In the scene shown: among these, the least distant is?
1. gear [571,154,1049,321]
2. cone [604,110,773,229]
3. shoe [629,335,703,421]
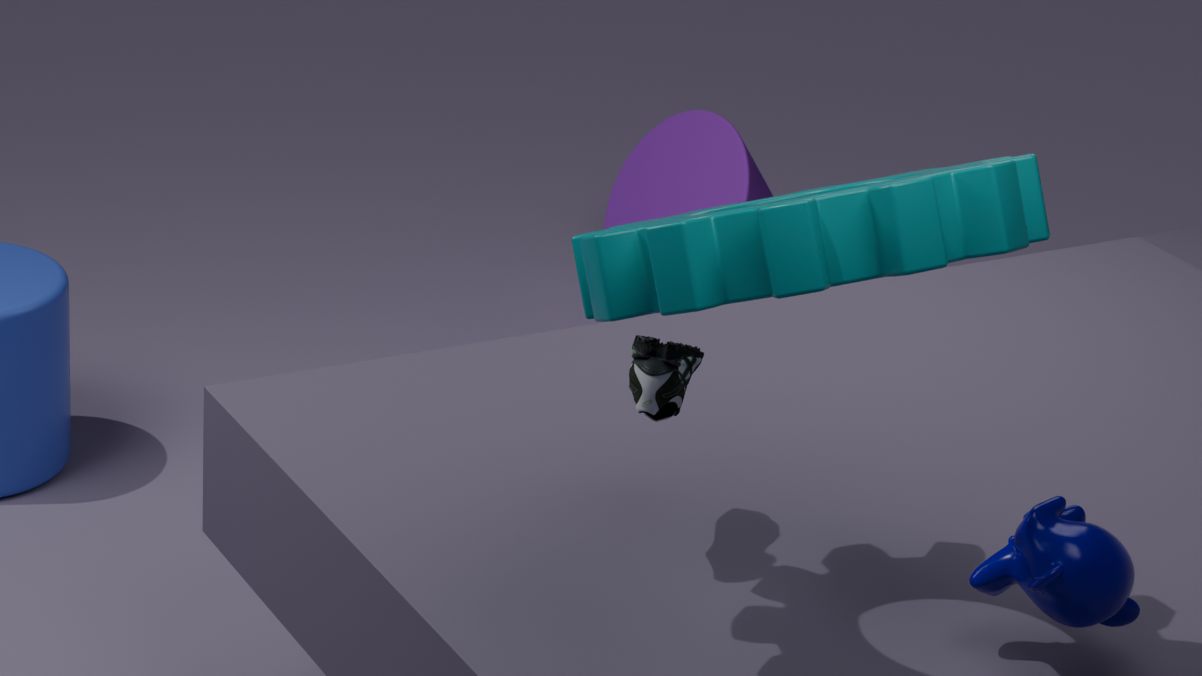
gear [571,154,1049,321]
